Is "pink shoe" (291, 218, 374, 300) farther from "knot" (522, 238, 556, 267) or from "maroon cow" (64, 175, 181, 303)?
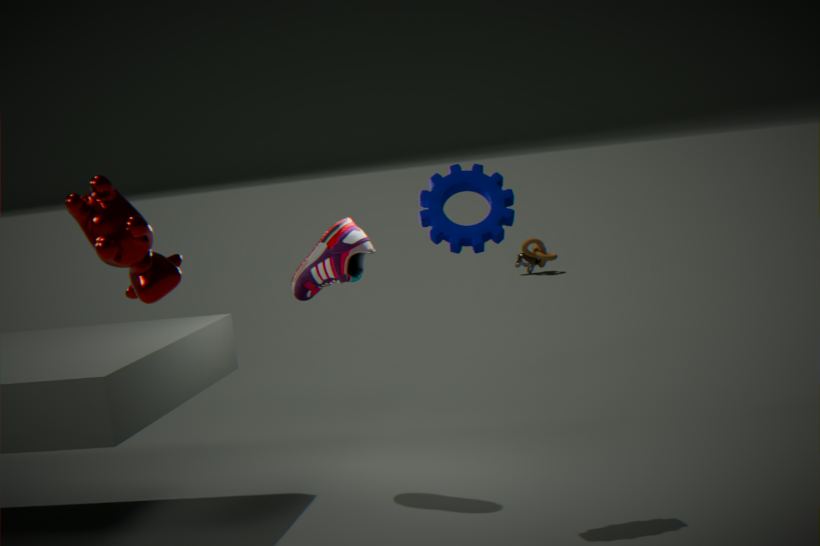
"knot" (522, 238, 556, 267)
